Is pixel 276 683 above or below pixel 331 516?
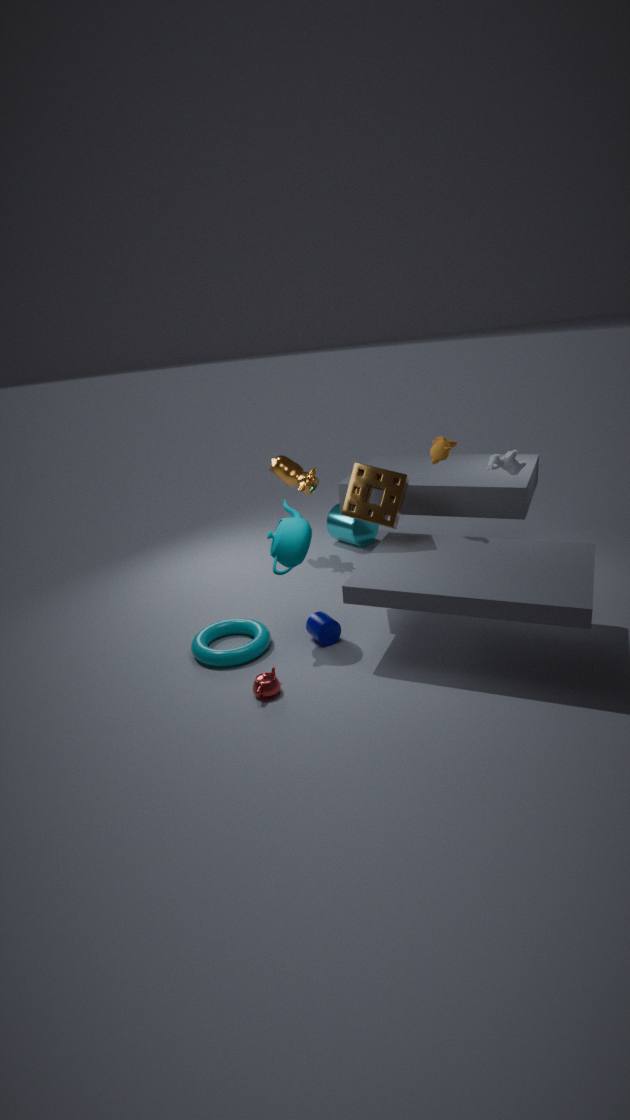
below
